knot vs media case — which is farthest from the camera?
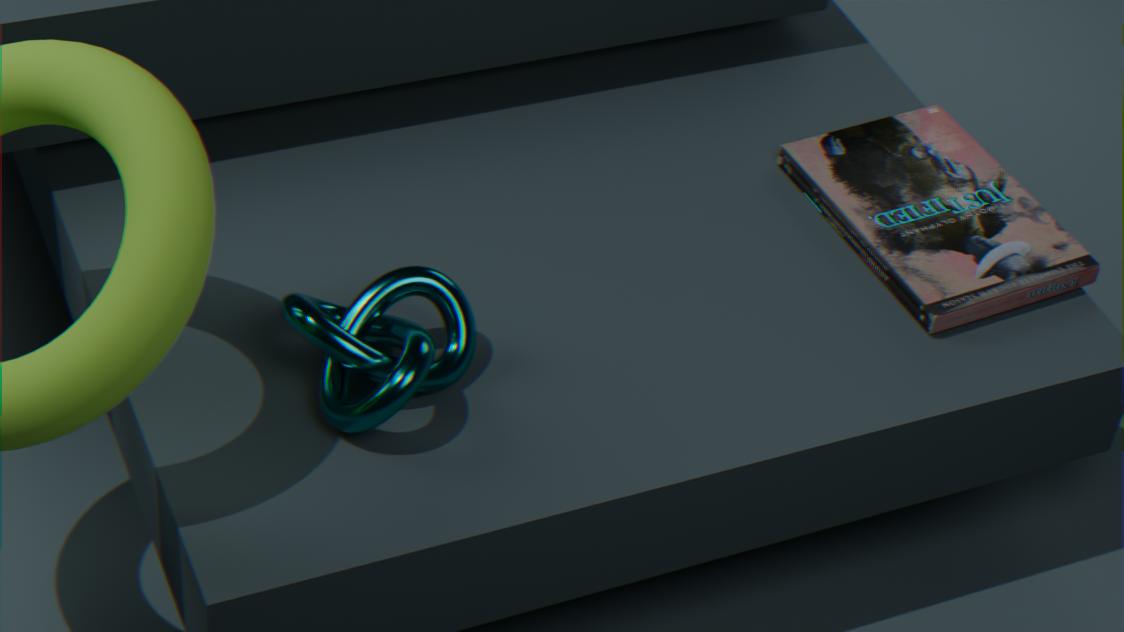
media case
